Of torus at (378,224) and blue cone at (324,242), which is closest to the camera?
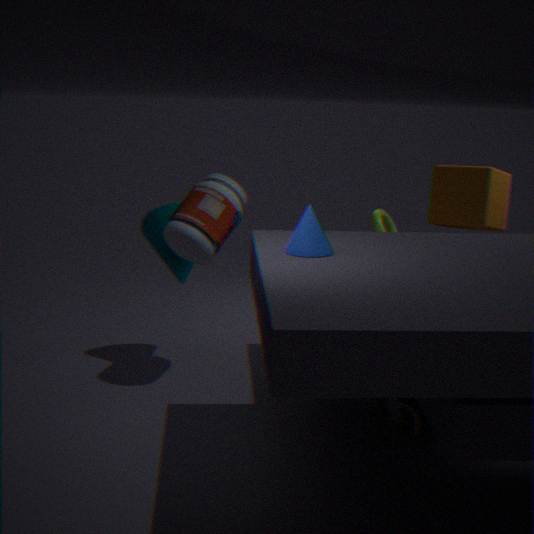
blue cone at (324,242)
